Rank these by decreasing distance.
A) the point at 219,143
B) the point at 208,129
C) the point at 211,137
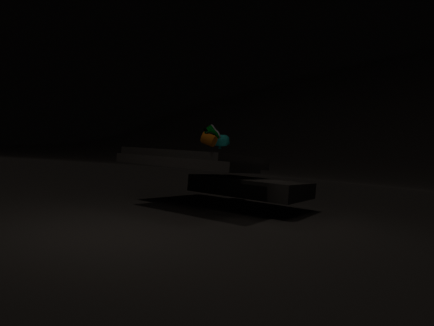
the point at 219,143 < the point at 211,137 < the point at 208,129
